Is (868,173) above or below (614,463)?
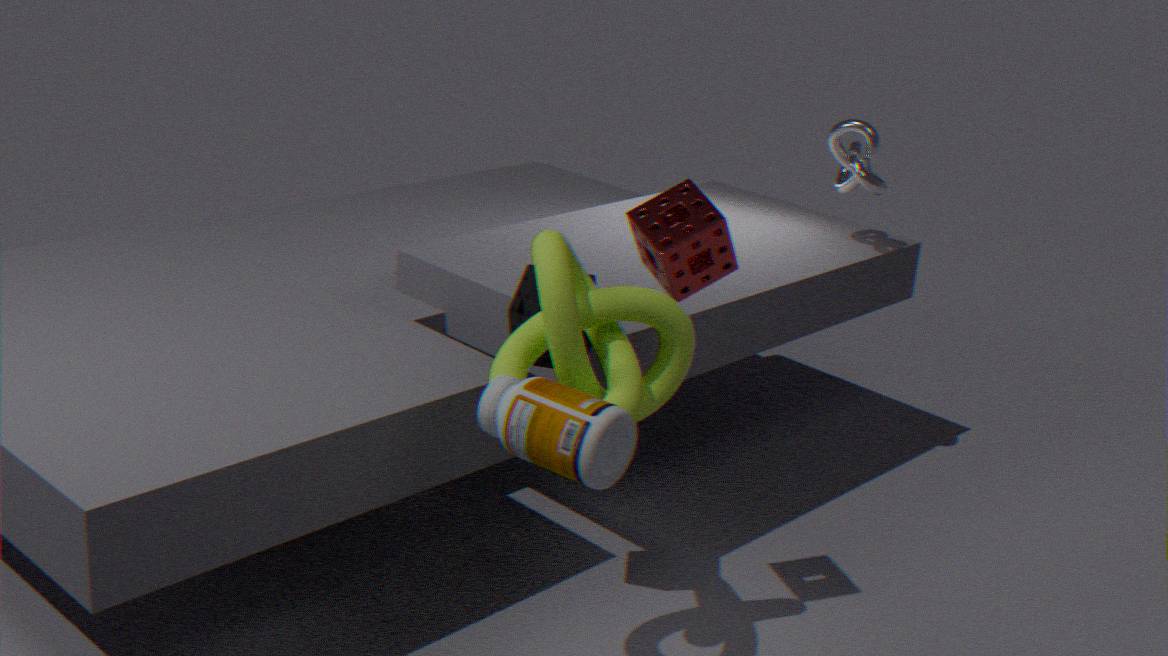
above
